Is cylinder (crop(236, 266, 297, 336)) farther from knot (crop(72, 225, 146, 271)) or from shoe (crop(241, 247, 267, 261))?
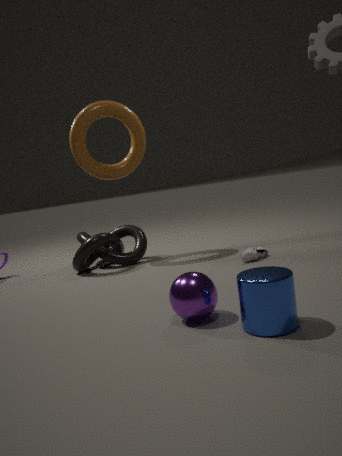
knot (crop(72, 225, 146, 271))
